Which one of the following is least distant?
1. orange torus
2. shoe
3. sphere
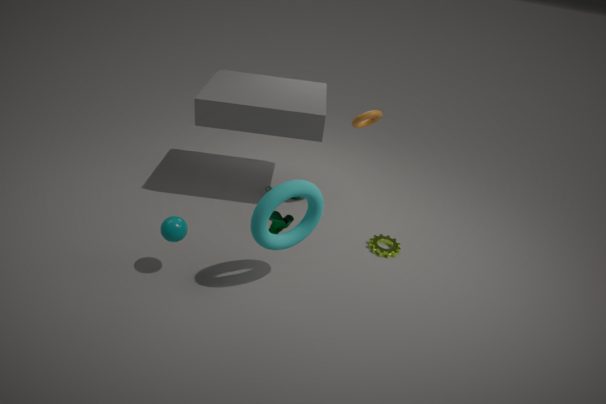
sphere
